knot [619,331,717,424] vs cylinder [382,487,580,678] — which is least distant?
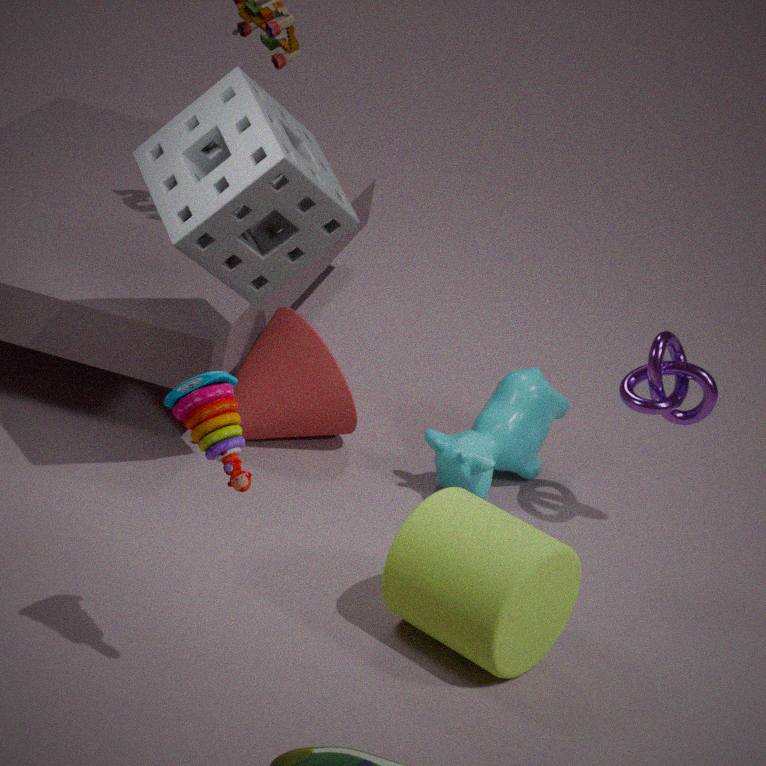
cylinder [382,487,580,678]
